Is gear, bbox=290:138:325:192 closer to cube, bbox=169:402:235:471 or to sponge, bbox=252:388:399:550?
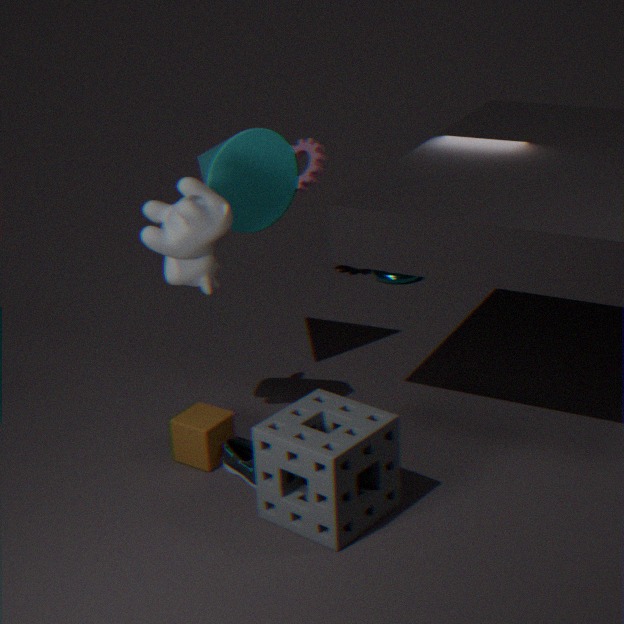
cube, bbox=169:402:235:471
